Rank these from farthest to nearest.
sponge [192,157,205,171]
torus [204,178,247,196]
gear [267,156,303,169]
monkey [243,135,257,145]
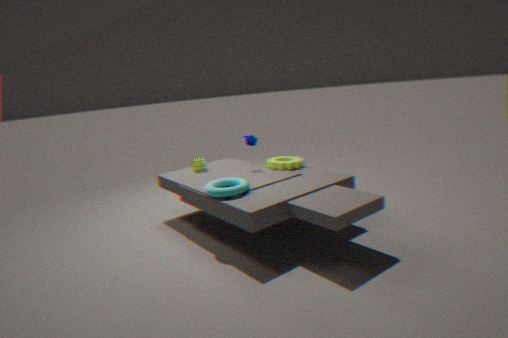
sponge [192,157,205,171], monkey [243,135,257,145], gear [267,156,303,169], torus [204,178,247,196]
